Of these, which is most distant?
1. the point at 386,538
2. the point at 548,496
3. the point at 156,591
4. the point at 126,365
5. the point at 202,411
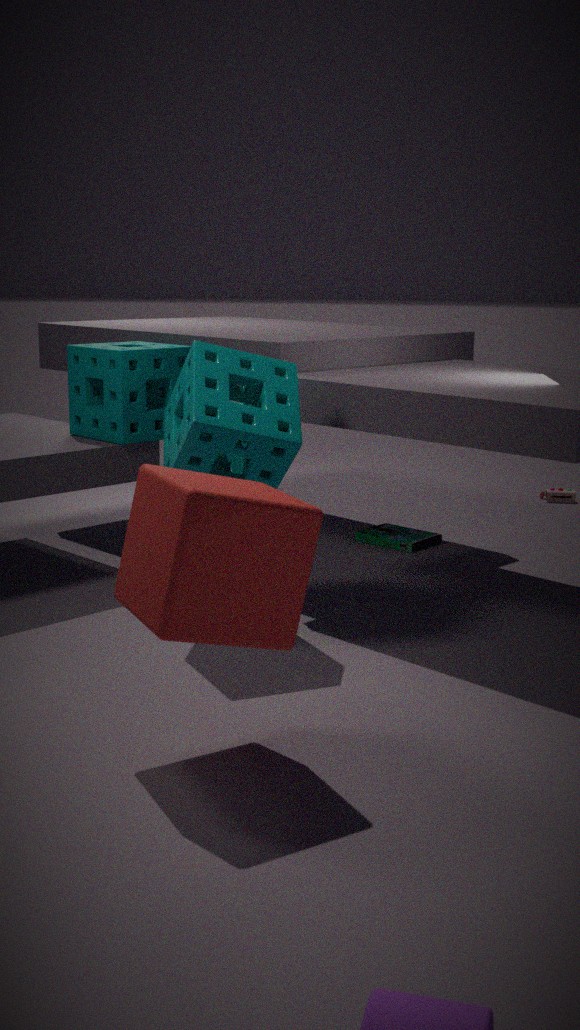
the point at 548,496
